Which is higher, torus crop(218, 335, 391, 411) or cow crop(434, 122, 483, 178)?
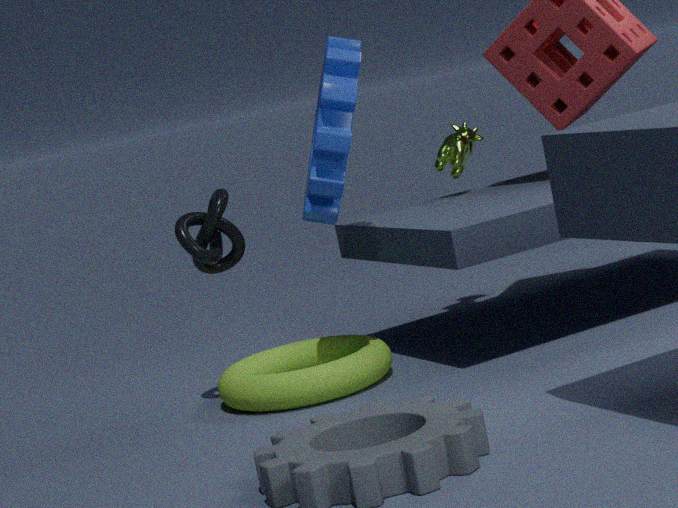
cow crop(434, 122, 483, 178)
